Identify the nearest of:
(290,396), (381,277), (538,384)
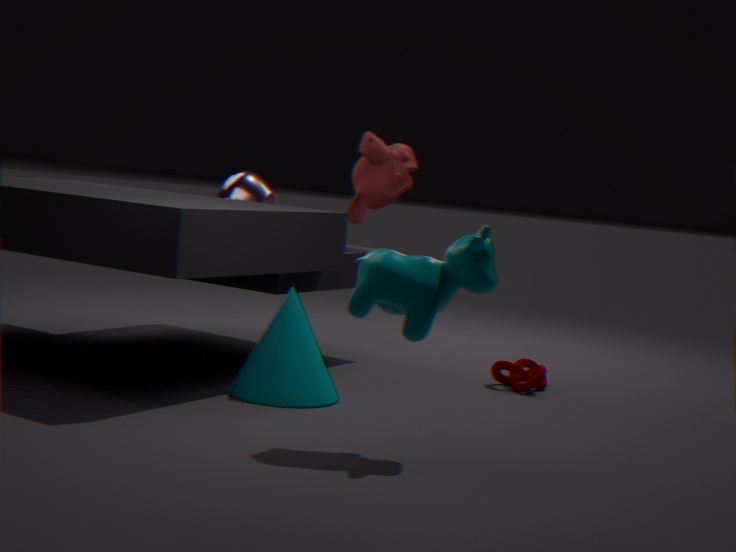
(381,277)
